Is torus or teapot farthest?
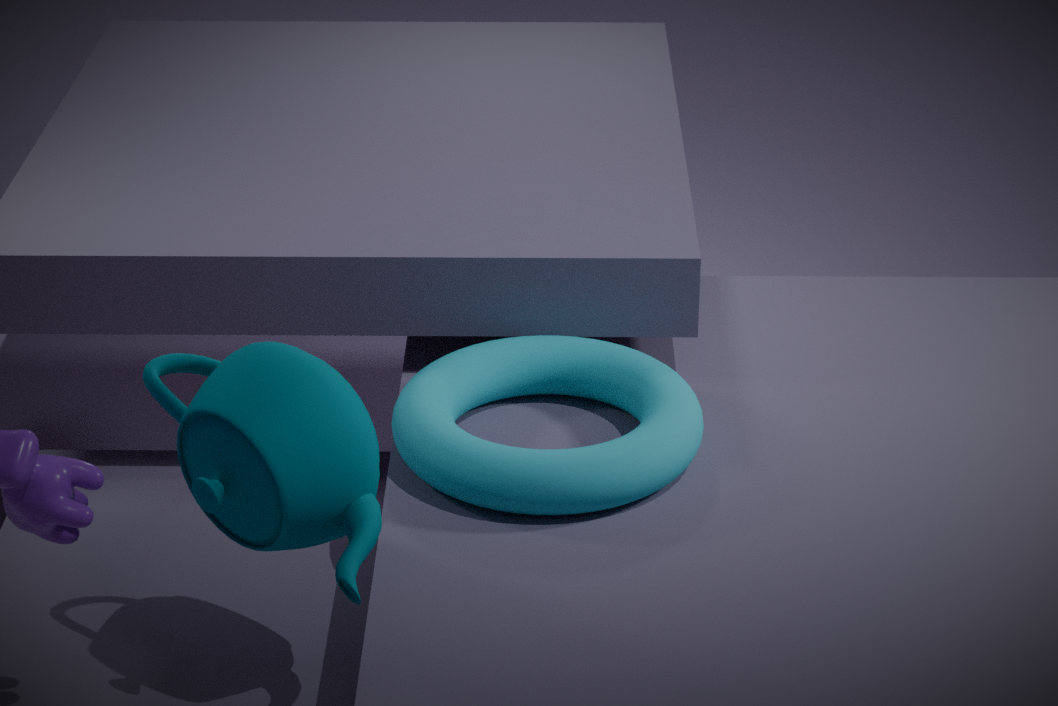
torus
